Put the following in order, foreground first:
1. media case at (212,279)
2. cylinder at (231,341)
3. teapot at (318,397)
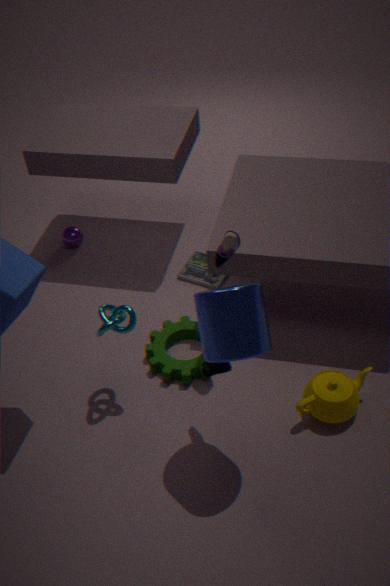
cylinder at (231,341), teapot at (318,397), media case at (212,279)
